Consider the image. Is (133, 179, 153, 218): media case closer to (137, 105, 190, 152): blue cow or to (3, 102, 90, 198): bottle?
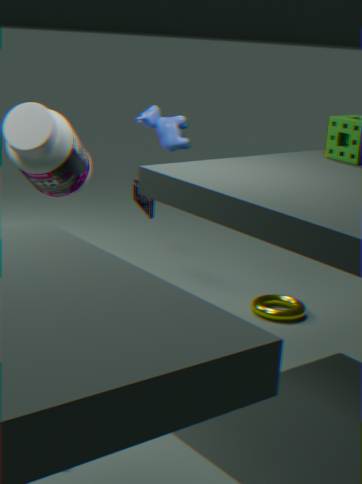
(137, 105, 190, 152): blue cow
